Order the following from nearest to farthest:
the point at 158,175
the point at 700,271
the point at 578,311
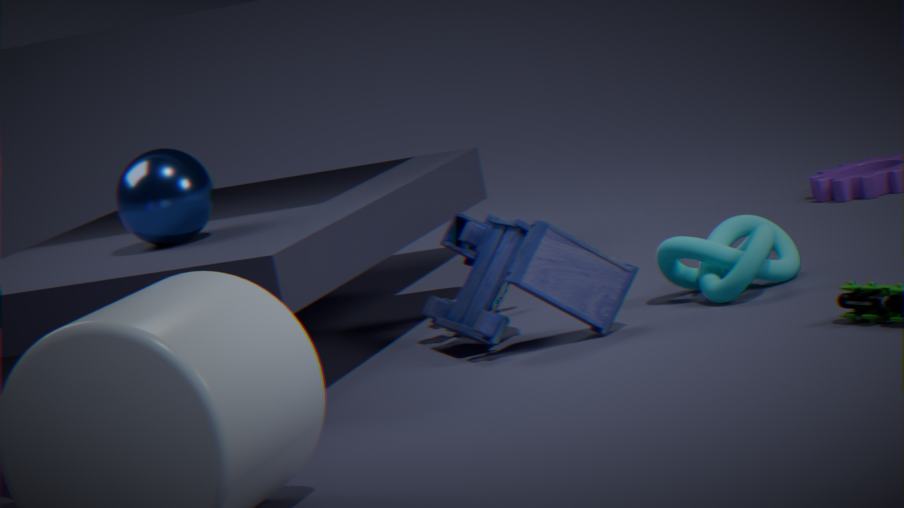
the point at 578,311 < the point at 158,175 < the point at 700,271
